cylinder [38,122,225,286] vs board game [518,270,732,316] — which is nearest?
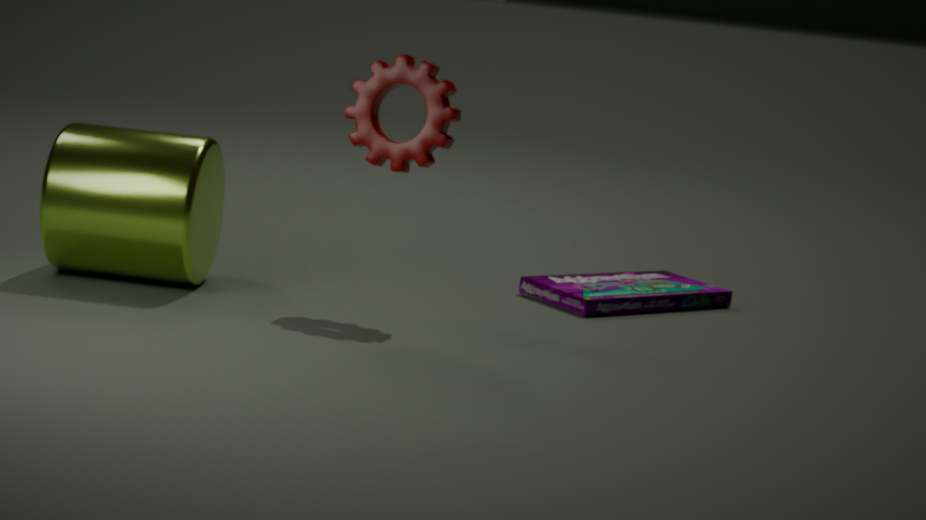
cylinder [38,122,225,286]
